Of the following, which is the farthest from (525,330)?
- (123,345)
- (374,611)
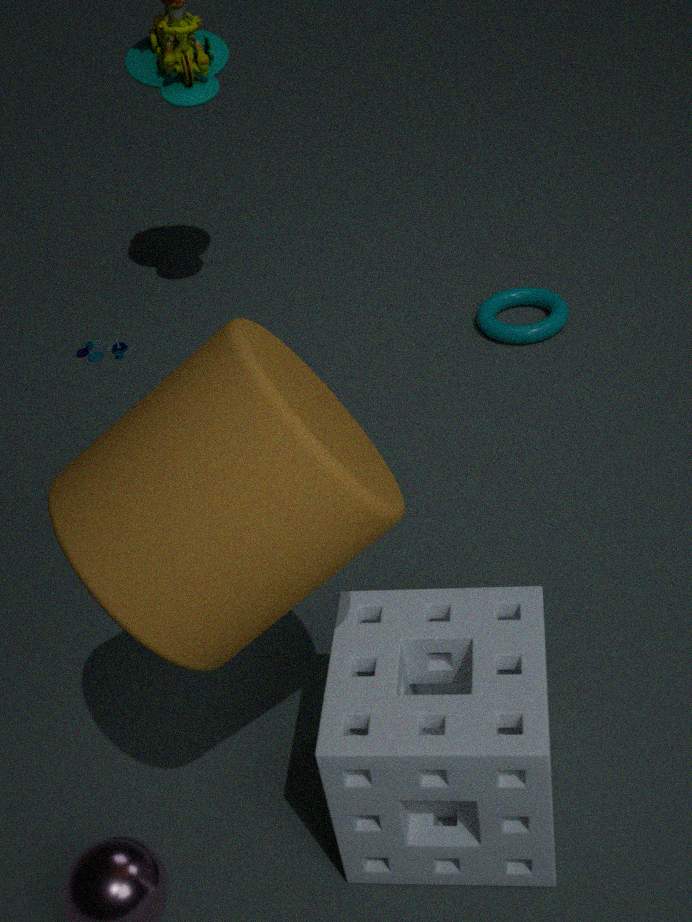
(374,611)
